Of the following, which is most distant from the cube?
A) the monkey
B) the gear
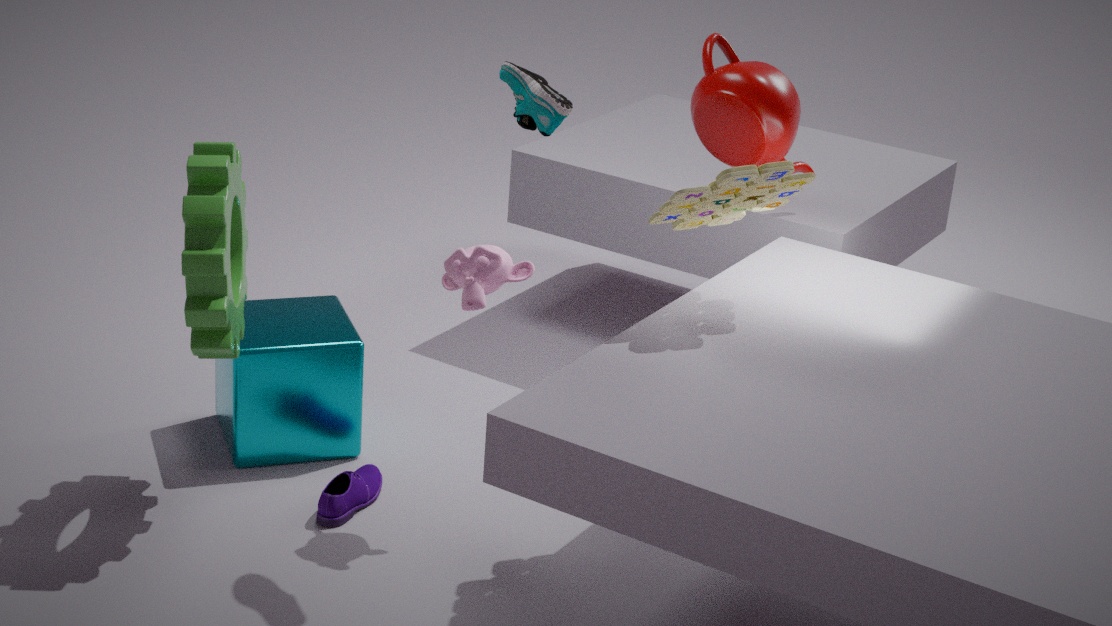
the monkey
